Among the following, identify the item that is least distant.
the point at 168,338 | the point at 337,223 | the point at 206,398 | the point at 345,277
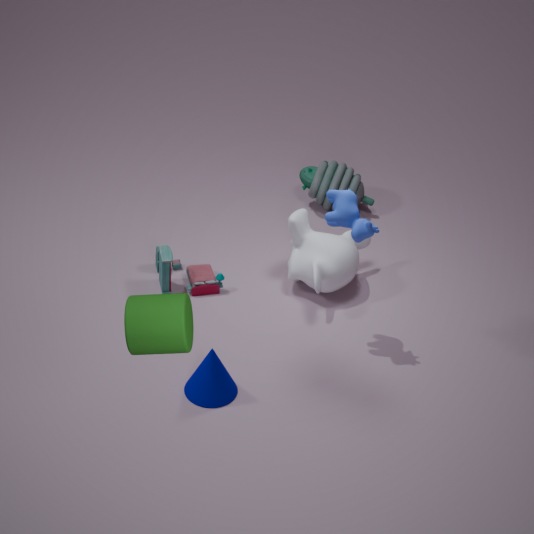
the point at 168,338
